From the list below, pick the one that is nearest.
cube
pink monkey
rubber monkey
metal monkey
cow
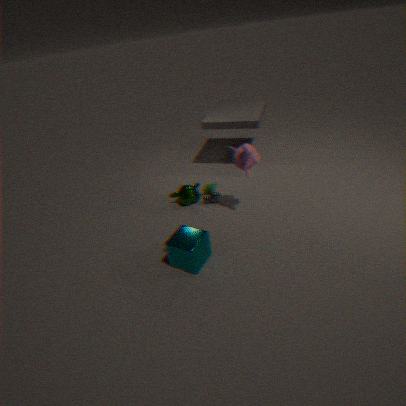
cube
